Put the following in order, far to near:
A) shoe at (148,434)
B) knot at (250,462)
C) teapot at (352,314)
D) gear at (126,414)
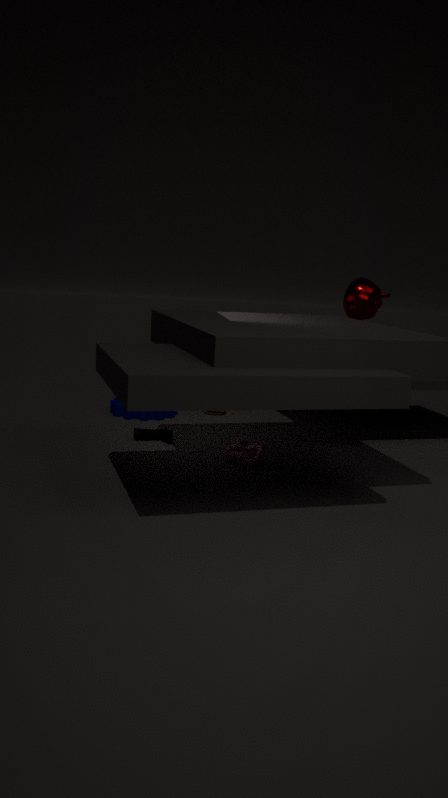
1. gear at (126,414)
2. teapot at (352,314)
3. shoe at (148,434)
4. knot at (250,462)
